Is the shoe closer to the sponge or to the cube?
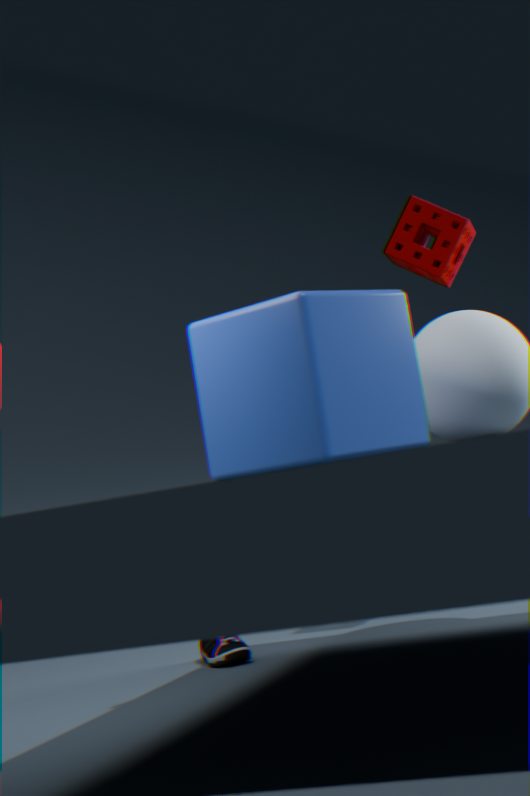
the cube
